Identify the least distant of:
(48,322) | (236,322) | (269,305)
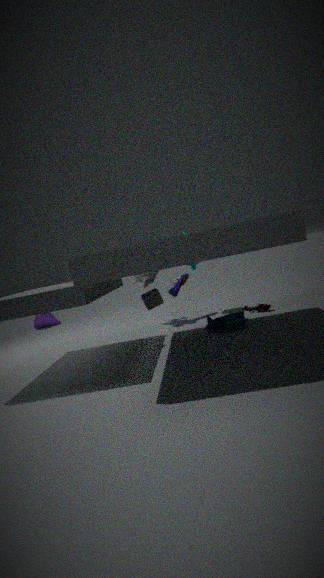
(236,322)
